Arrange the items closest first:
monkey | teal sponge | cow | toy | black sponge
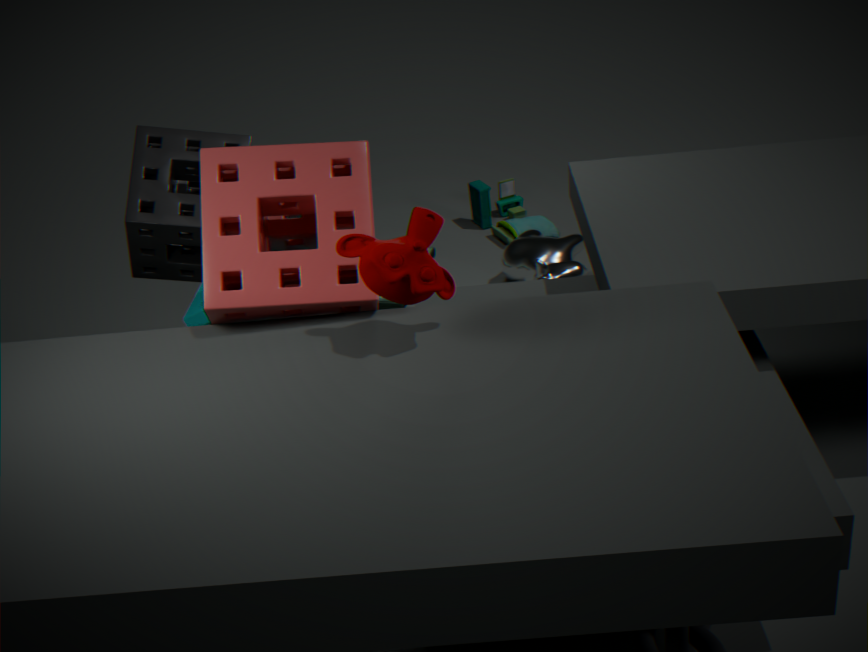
monkey < teal sponge < black sponge < cow < toy
